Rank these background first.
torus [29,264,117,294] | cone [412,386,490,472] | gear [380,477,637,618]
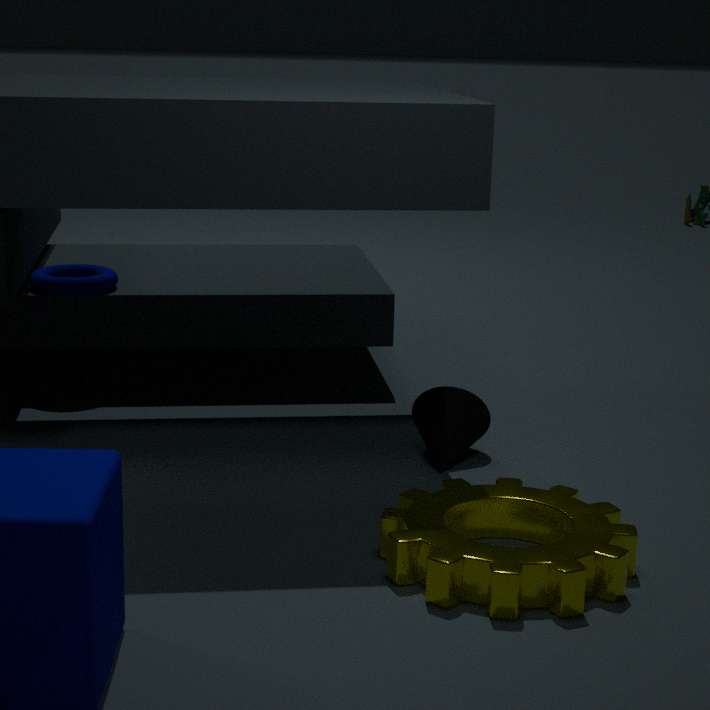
torus [29,264,117,294] → cone [412,386,490,472] → gear [380,477,637,618]
